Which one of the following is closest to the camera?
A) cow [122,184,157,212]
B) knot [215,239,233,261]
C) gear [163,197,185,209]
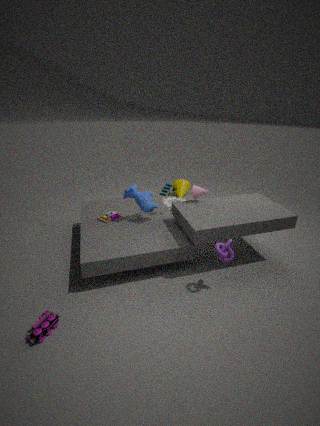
knot [215,239,233,261]
